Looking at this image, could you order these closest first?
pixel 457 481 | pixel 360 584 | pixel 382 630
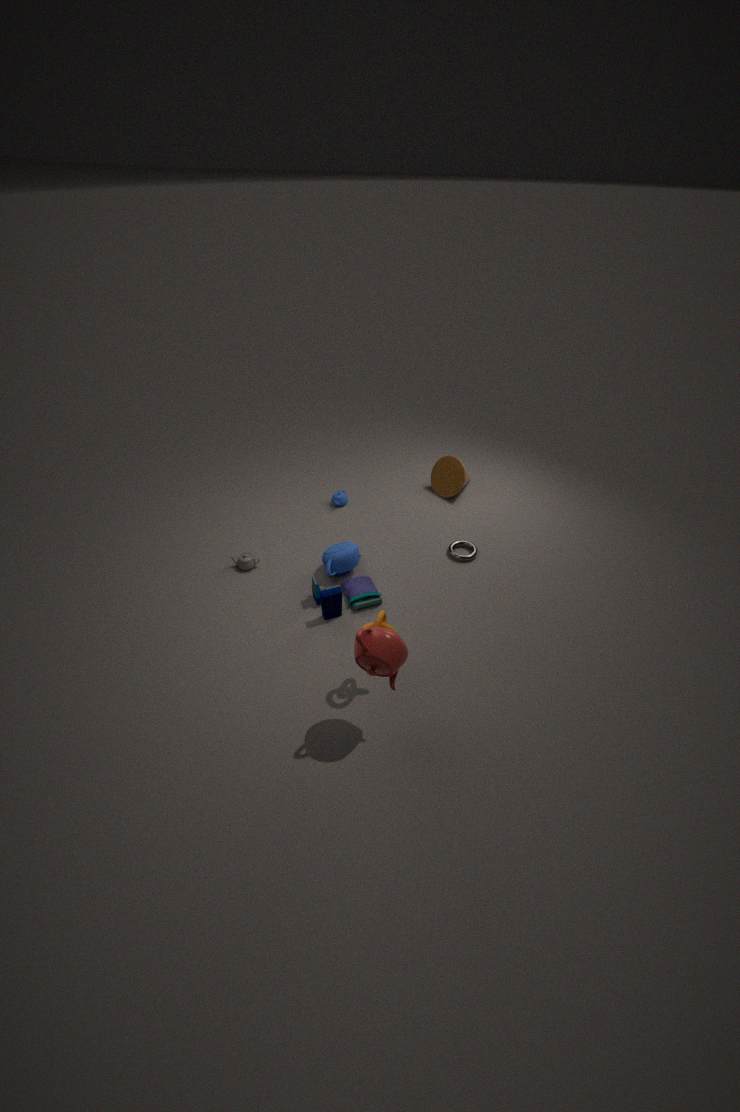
pixel 382 630 → pixel 360 584 → pixel 457 481
